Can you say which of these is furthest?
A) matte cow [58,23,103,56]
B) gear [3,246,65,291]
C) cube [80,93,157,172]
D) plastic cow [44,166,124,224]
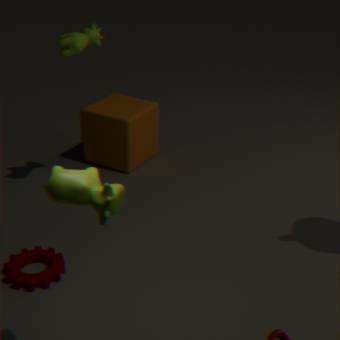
cube [80,93,157,172]
